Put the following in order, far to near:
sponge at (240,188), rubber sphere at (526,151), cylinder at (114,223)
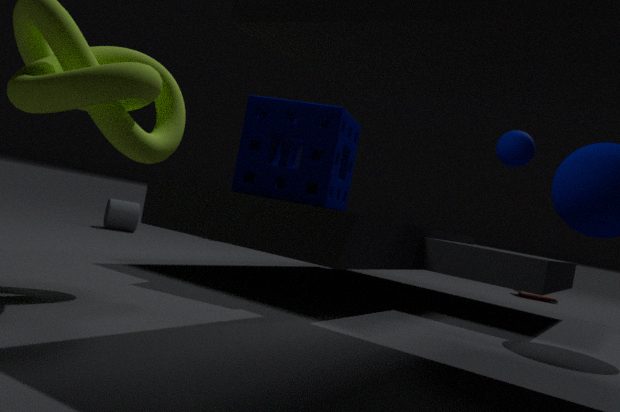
1. cylinder at (114,223)
2. rubber sphere at (526,151)
3. sponge at (240,188)
